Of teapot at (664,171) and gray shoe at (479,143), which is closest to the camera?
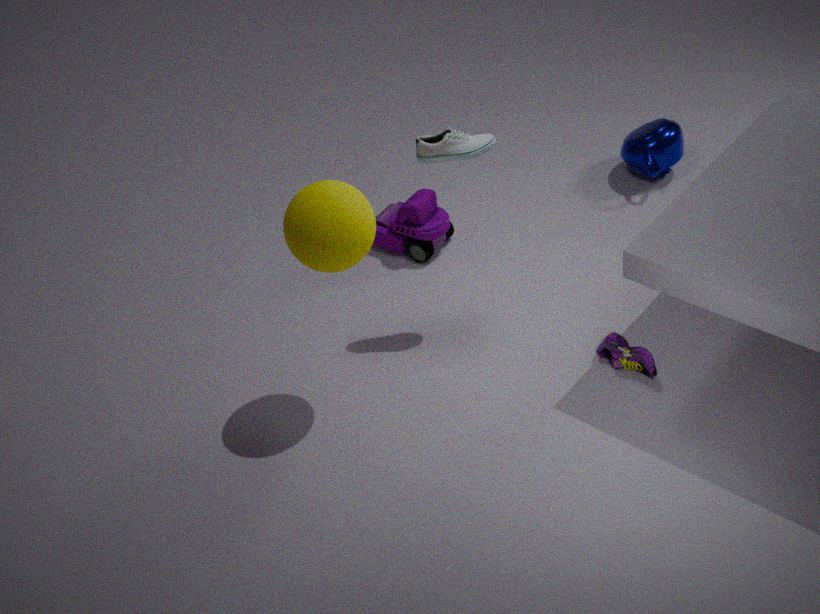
gray shoe at (479,143)
